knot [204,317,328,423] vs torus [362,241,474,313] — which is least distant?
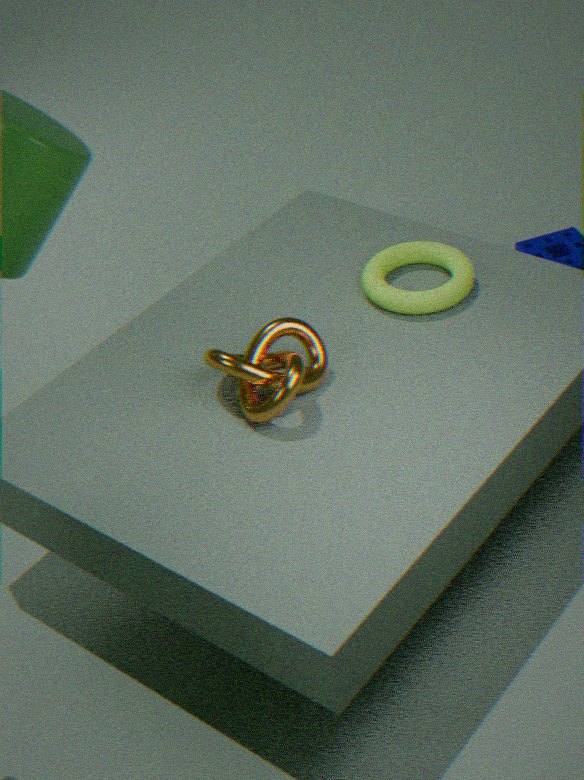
knot [204,317,328,423]
